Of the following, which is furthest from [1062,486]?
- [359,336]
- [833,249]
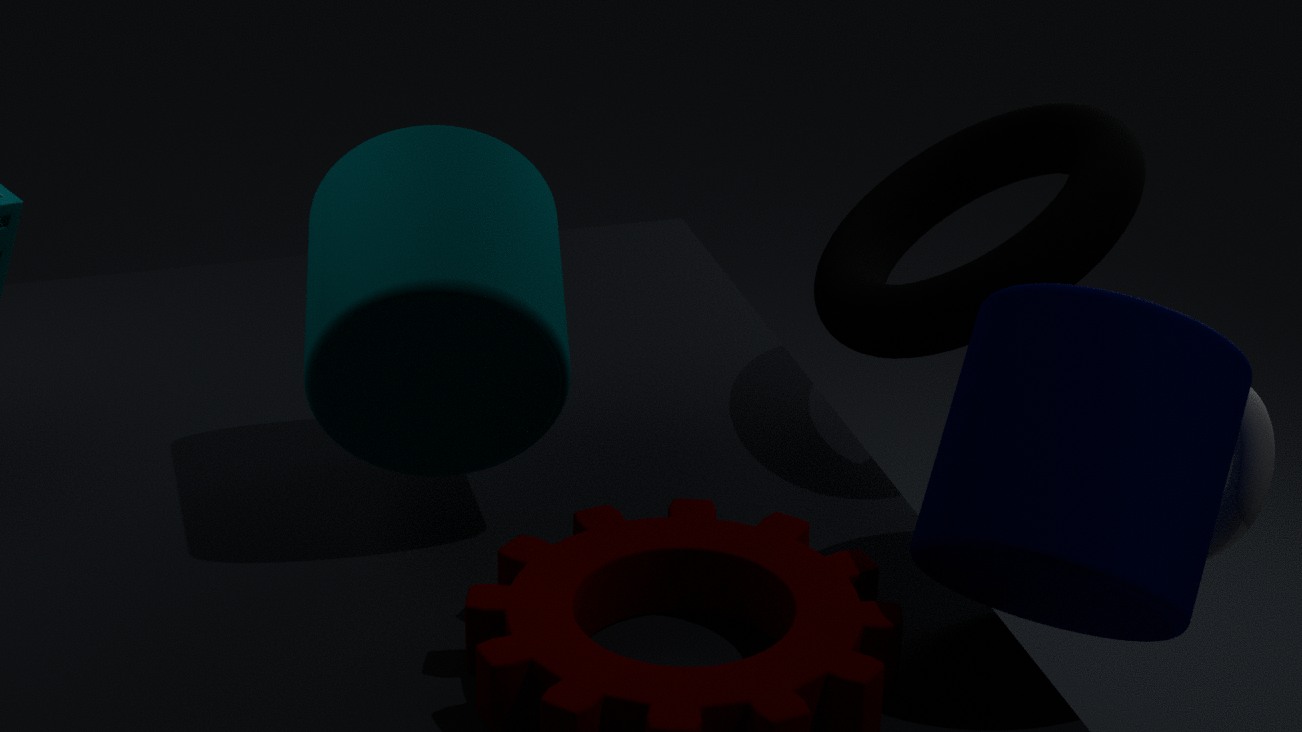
[359,336]
